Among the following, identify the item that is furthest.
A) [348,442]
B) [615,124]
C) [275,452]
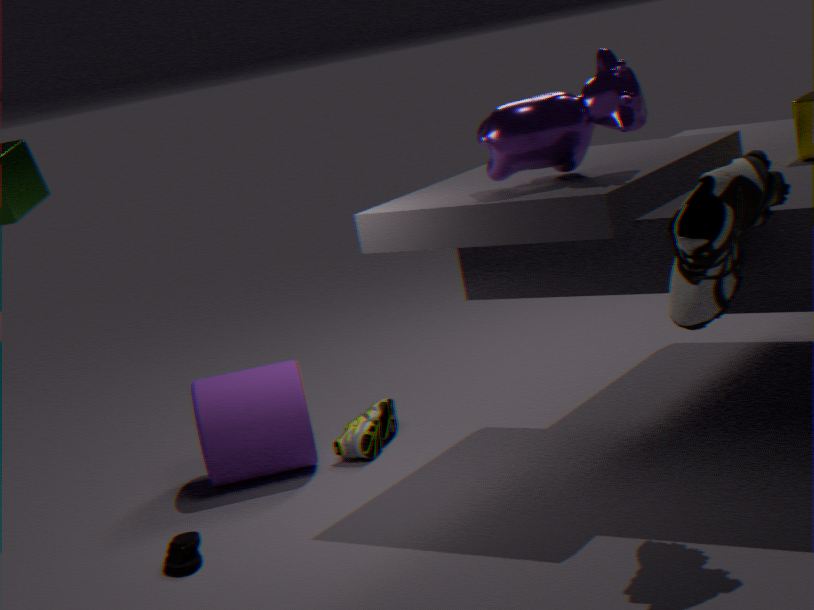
[348,442]
